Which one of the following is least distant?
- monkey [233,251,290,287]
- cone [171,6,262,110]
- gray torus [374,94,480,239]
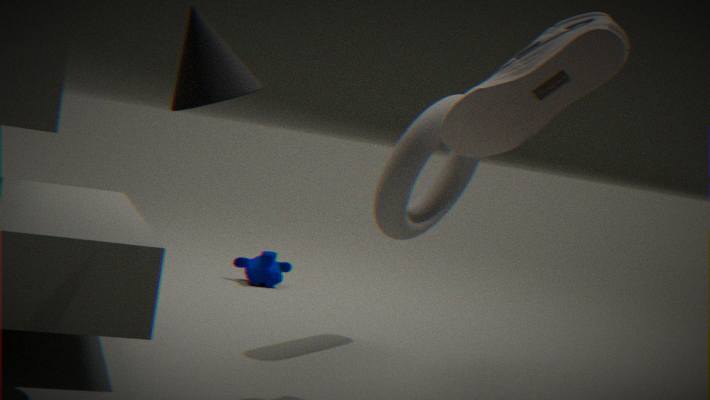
cone [171,6,262,110]
